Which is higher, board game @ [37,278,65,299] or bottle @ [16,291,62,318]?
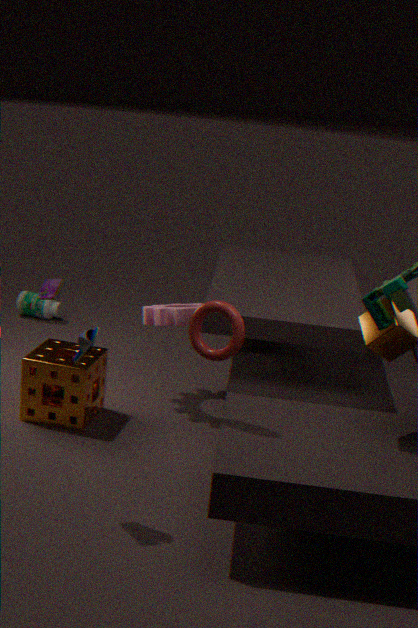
board game @ [37,278,65,299]
